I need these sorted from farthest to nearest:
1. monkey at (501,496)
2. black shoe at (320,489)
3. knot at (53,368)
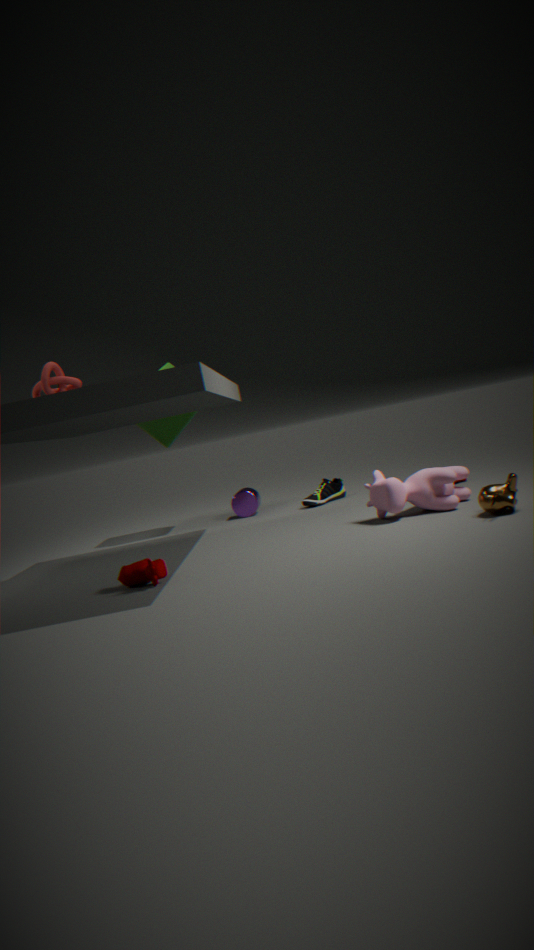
black shoe at (320,489), knot at (53,368), monkey at (501,496)
